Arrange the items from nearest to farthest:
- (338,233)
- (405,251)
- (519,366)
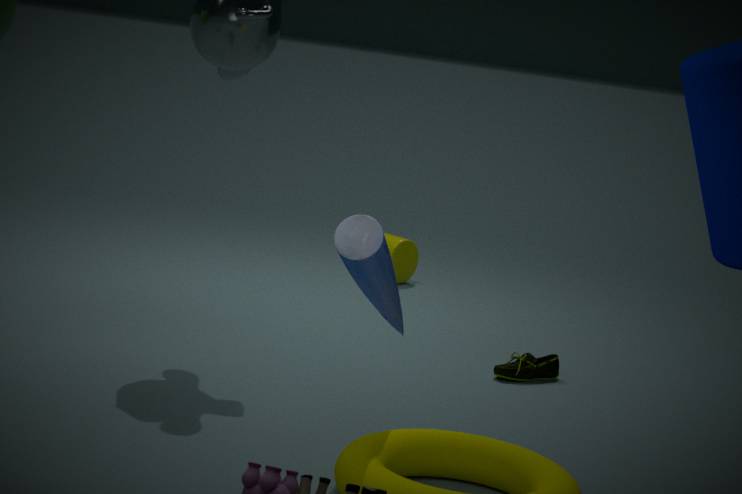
(338,233) < (519,366) < (405,251)
